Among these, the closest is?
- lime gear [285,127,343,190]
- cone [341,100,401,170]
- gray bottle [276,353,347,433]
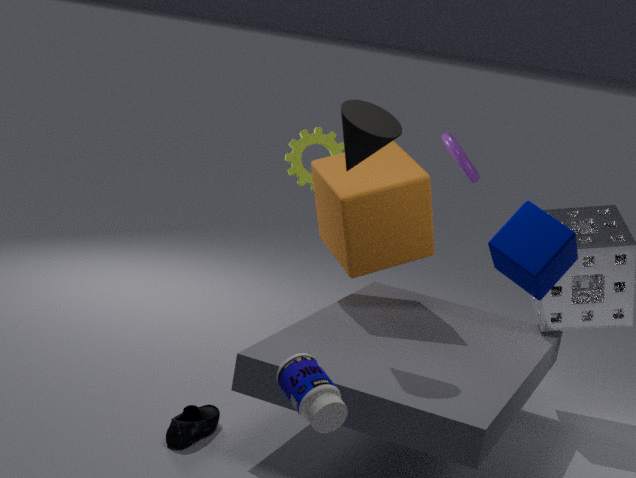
gray bottle [276,353,347,433]
